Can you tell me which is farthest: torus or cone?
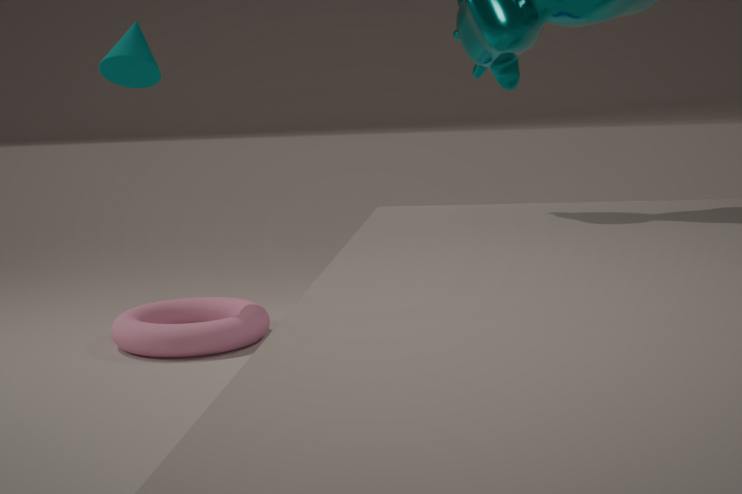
cone
